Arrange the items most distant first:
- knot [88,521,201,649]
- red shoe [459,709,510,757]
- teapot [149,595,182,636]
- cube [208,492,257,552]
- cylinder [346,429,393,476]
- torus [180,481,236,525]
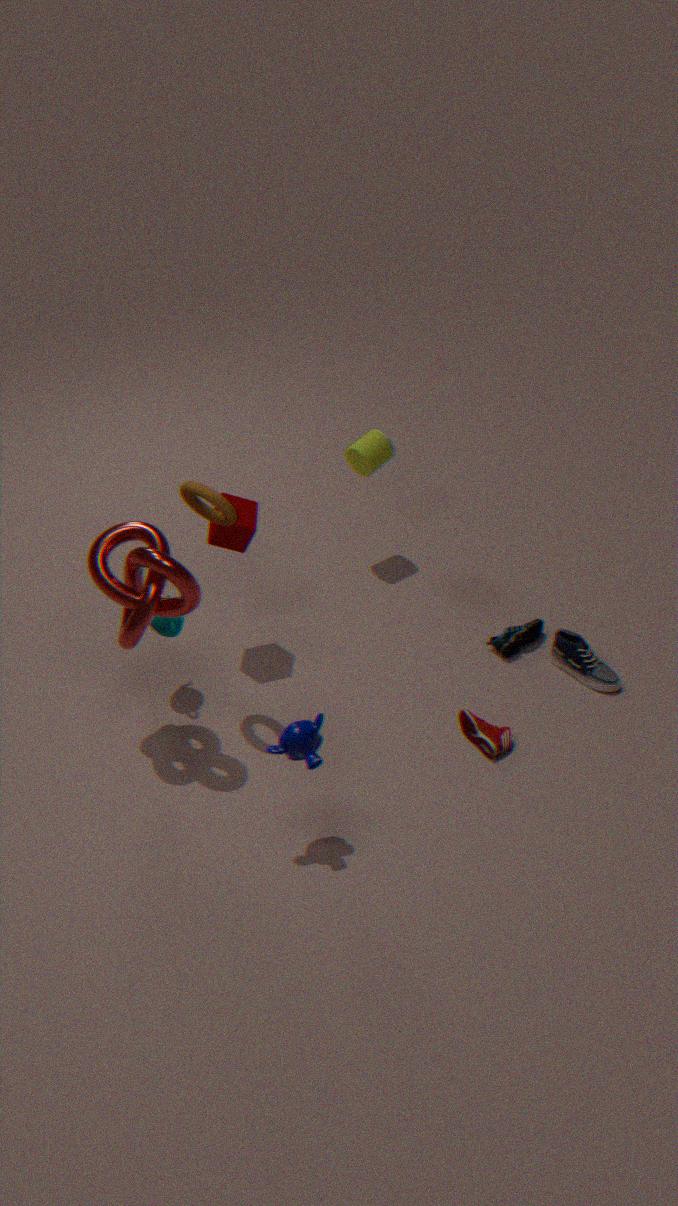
1. cylinder [346,429,393,476]
2. cube [208,492,257,552]
3. teapot [149,595,182,636]
4. red shoe [459,709,510,757]
5. torus [180,481,236,525]
6. knot [88,521,201,649]
